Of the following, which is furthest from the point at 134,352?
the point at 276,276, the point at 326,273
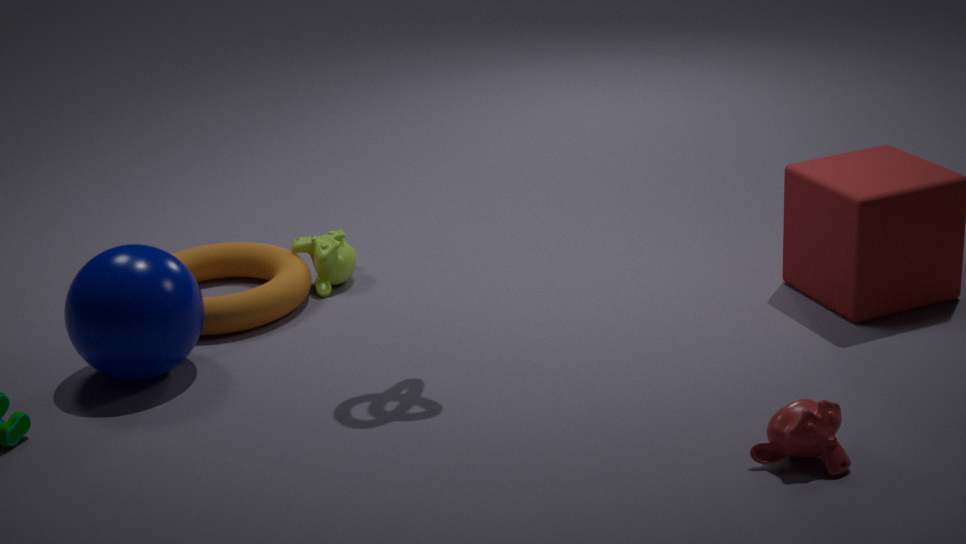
the point at 326,273
